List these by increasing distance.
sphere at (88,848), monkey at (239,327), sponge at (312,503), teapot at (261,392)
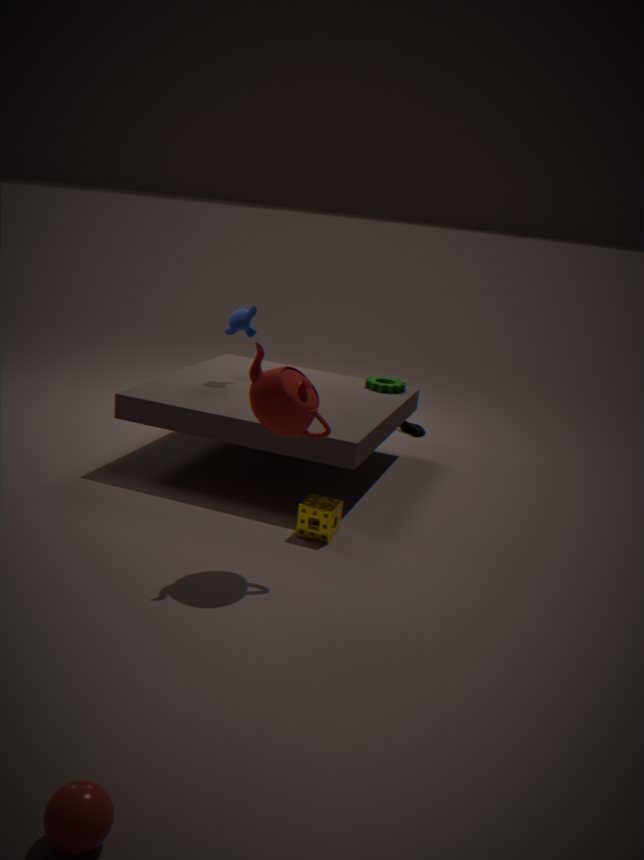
sphere at (88,848), teapot at (261,392), sponge at (312,503), monkey at (239,327)
